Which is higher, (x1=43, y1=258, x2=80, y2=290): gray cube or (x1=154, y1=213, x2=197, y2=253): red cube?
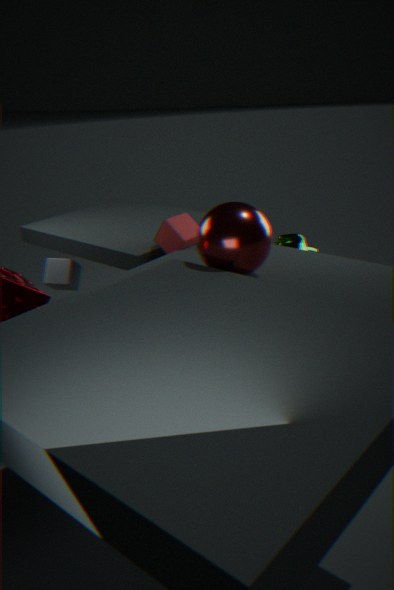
(x1=154, y1=213, x2=197, y2=253): red cube
